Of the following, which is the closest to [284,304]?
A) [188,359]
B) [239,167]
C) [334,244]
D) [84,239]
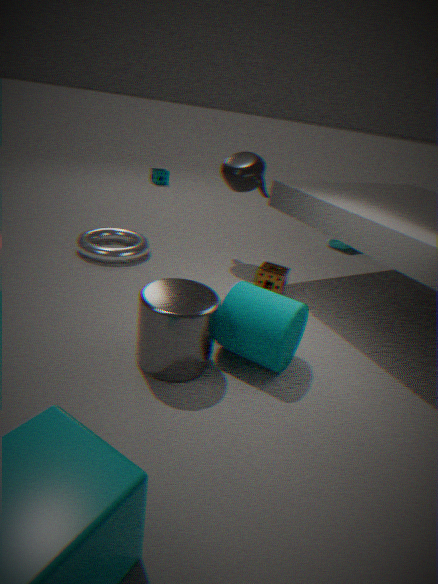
[188,359]
